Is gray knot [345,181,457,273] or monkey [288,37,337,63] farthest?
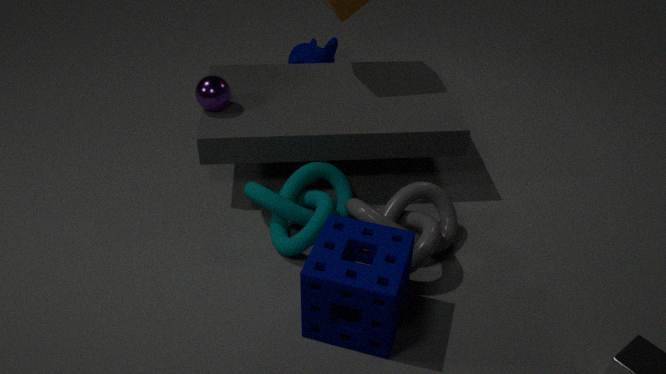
monkey [288,37,337,63]
